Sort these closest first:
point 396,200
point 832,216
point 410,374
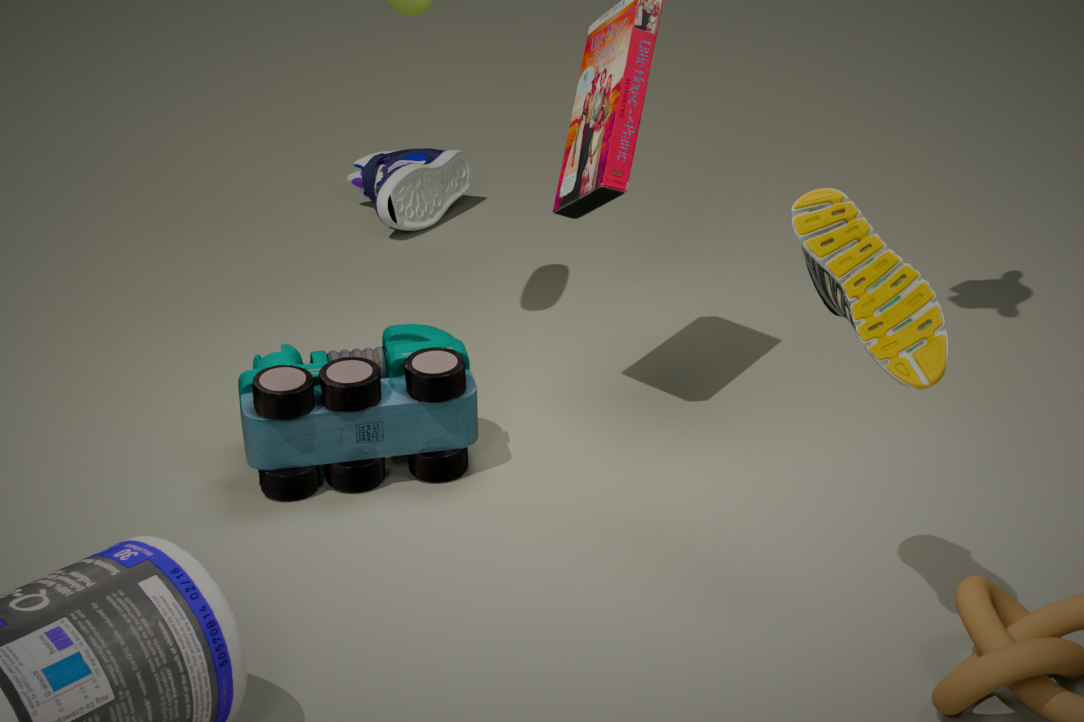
point 832,216 < point 410,374 < point 396,200
